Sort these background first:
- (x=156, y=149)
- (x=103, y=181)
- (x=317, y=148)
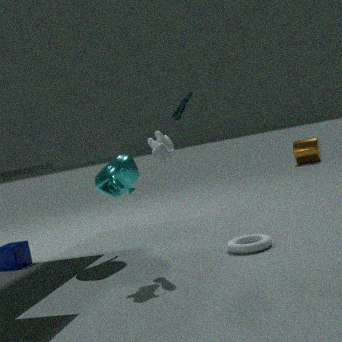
1. (x=317, y=148)
2. (x=103, y=181)
3. (x=156, y=149)
